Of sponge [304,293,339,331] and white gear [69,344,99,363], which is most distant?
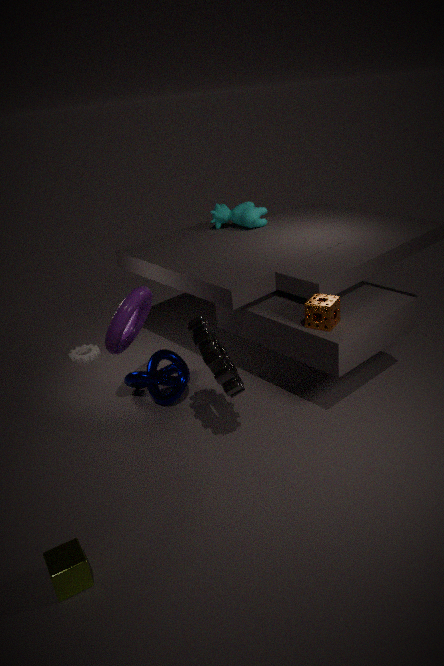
white gear [69,344,99,363]
